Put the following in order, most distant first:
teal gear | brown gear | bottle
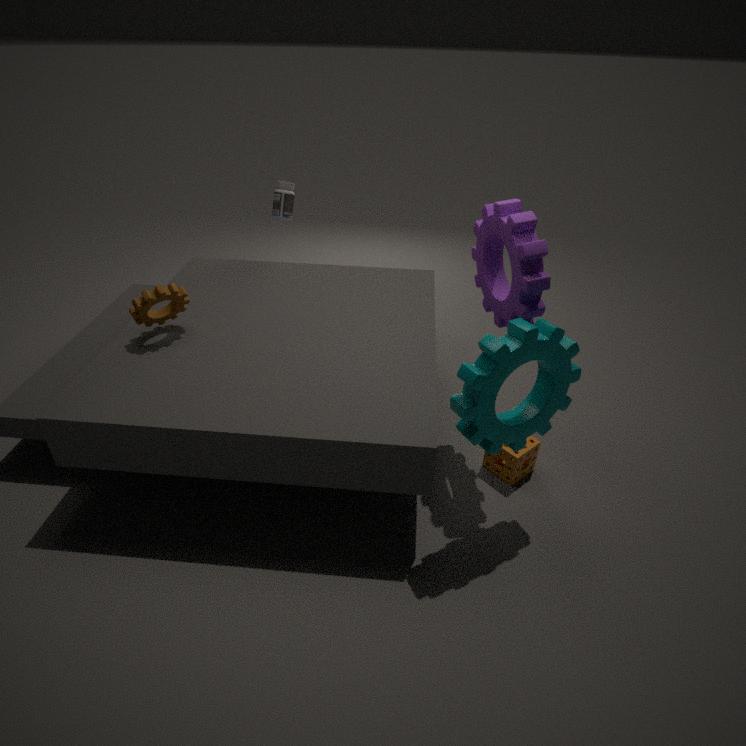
bottle, brown gear, teal gear
